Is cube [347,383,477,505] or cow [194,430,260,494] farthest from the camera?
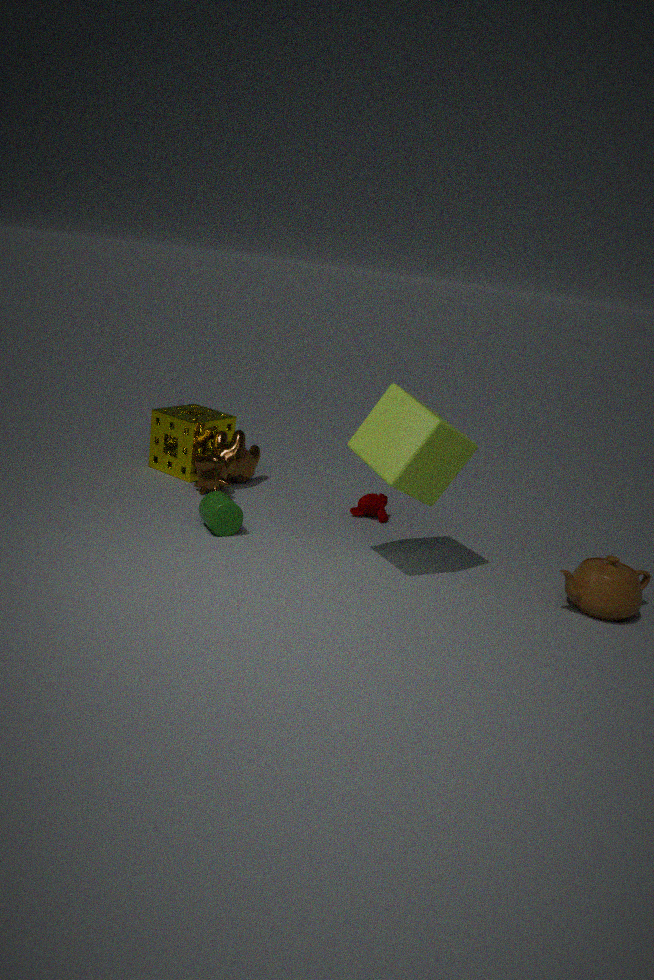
cow [194,430,260,494]
